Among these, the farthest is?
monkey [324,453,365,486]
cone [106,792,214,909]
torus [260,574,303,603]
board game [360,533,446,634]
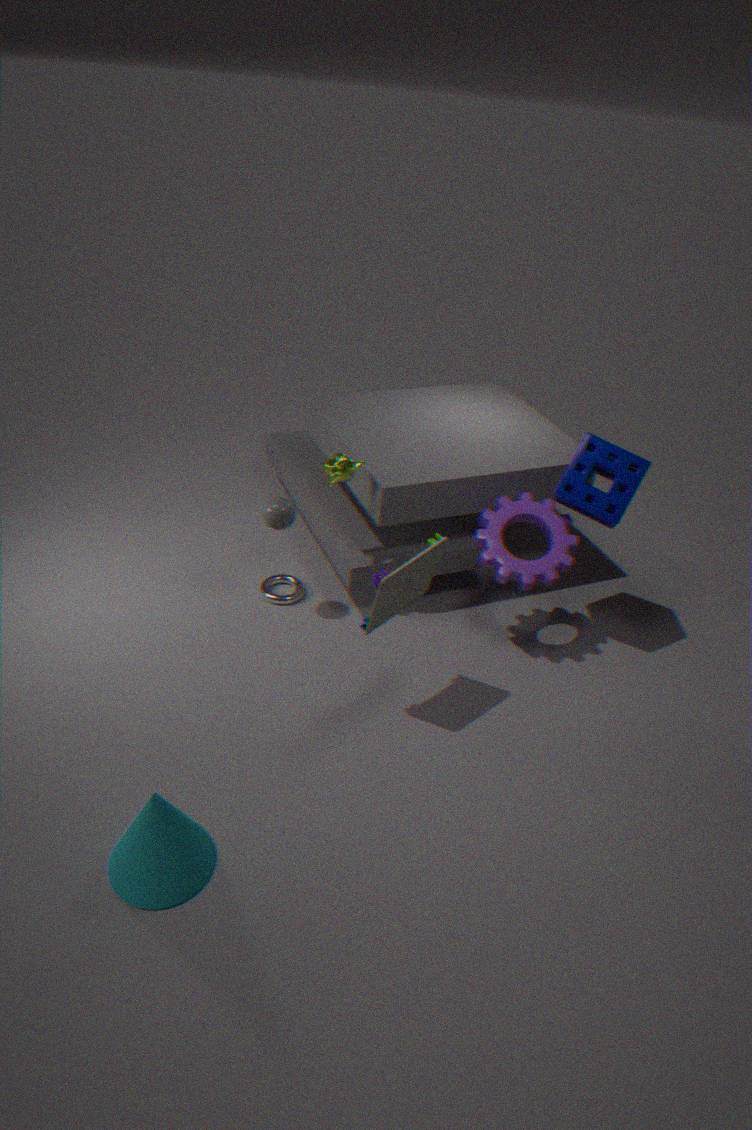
torus [260,574,303,603]
